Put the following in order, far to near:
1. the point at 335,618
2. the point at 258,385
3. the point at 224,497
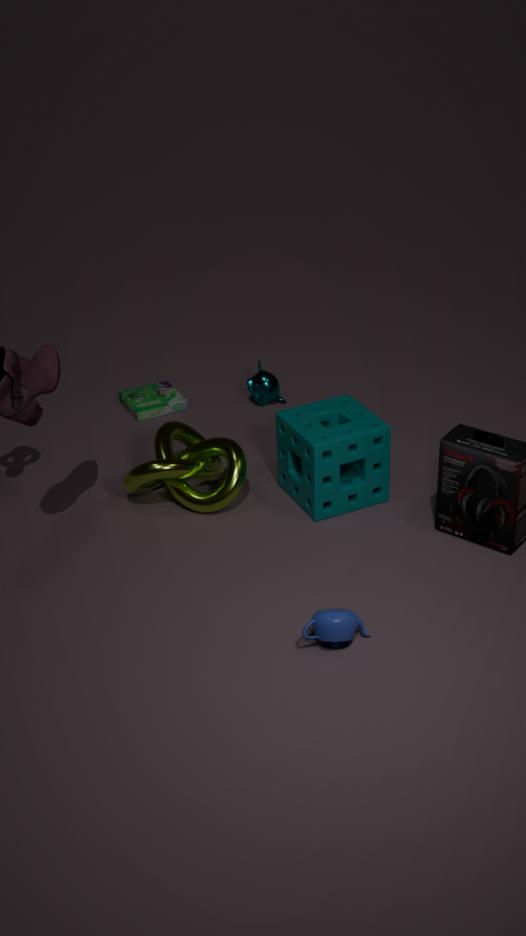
the point at 258,385 < the point at 224,497 < the point at 335,618
